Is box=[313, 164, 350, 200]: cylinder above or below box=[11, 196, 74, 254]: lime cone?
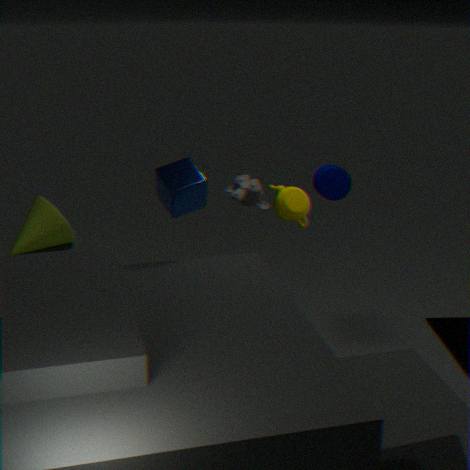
above
